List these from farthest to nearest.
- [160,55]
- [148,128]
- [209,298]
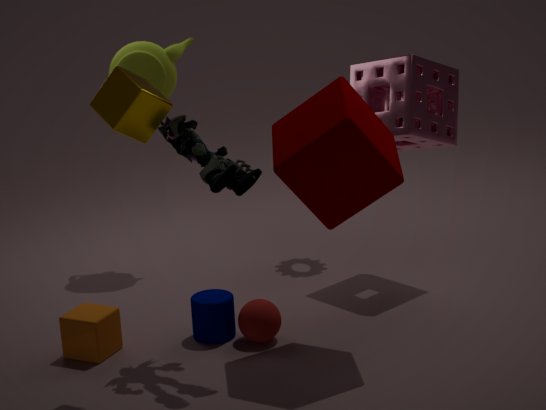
[160,55], [209,298], [148,128]
